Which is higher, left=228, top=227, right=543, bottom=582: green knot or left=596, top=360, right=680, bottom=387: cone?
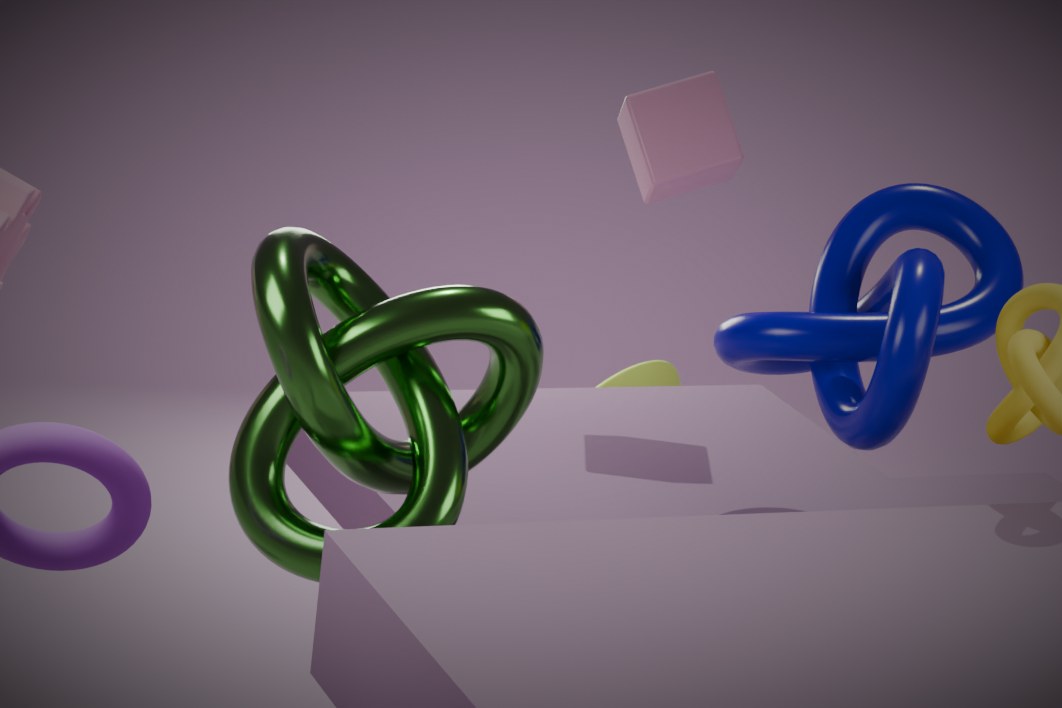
left=228, top=227, right=543, bottom=582: green knot
